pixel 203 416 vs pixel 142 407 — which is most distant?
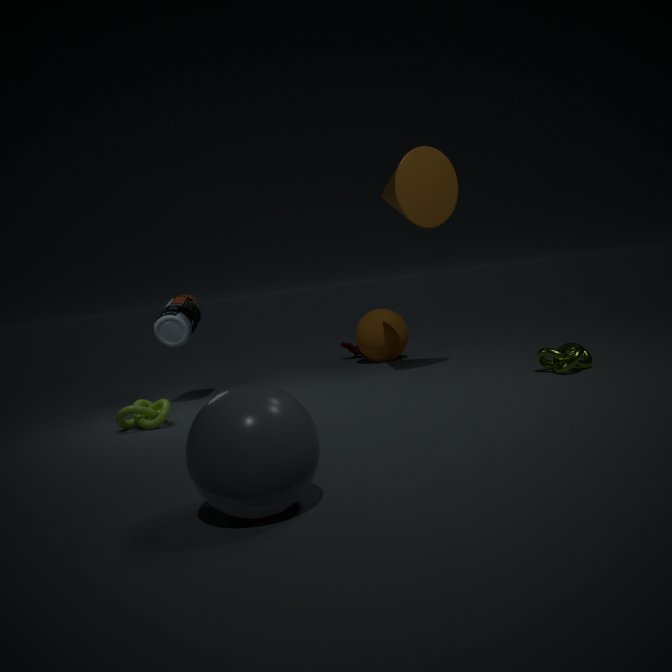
pixel 142 407
